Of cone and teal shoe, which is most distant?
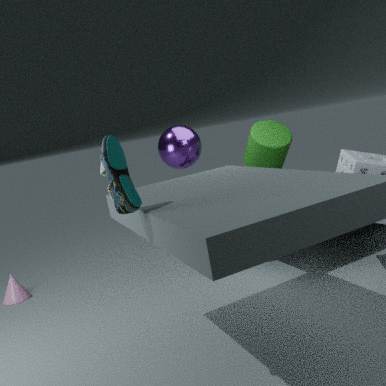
cone
